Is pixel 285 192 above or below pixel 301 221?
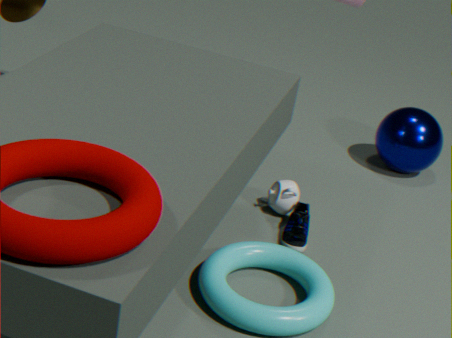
above
